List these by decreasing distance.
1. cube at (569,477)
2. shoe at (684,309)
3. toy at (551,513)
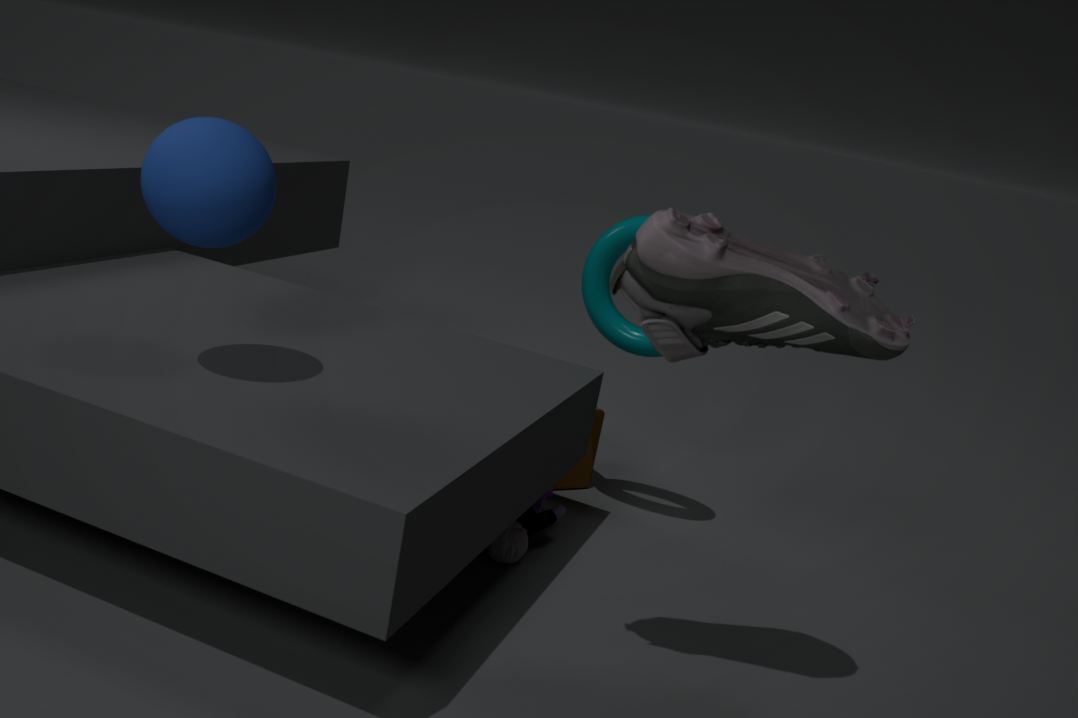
cube at (569,477) → toy at (551,513) → shoe at (684,309)
